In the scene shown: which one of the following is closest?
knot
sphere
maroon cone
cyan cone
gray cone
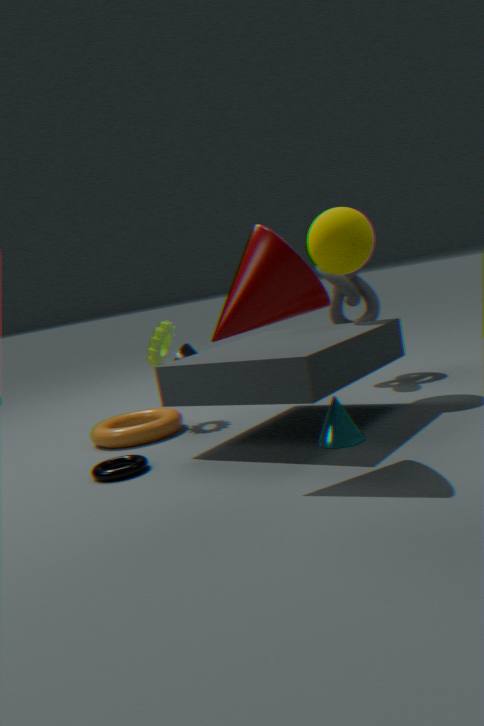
maroon cone
